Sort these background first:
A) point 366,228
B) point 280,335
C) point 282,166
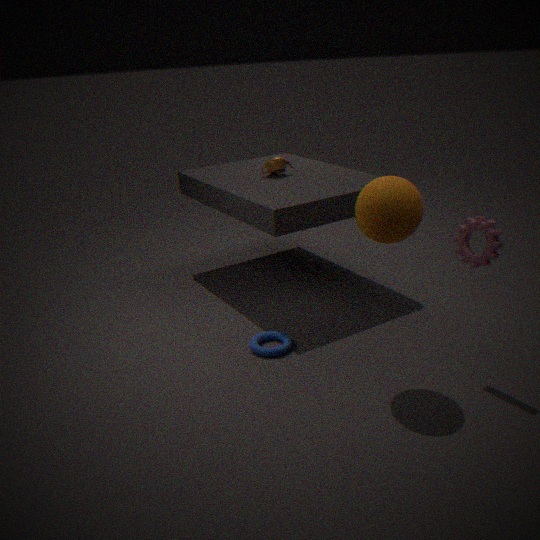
point 282,166 < point 280,335 < point 366,228
